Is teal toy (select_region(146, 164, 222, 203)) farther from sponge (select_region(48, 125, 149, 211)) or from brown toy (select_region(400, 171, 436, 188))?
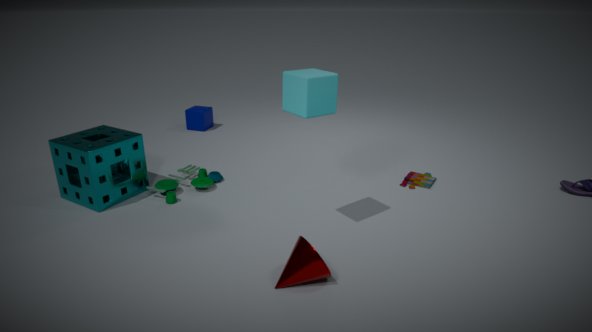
brown toy (select_region(400, 171, 436, 188))
